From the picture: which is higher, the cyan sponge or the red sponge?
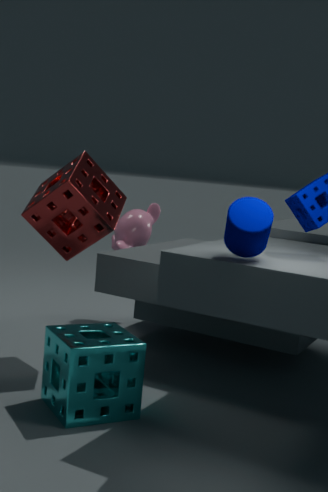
the red sponge
